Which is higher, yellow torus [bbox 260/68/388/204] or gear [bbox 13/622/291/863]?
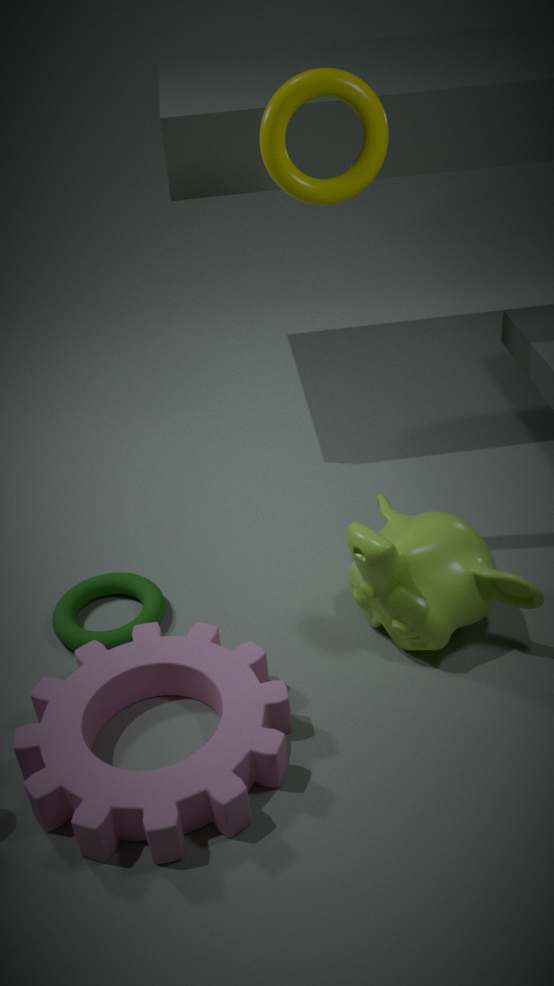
yellow torus [bbox 260/68/388/204]
